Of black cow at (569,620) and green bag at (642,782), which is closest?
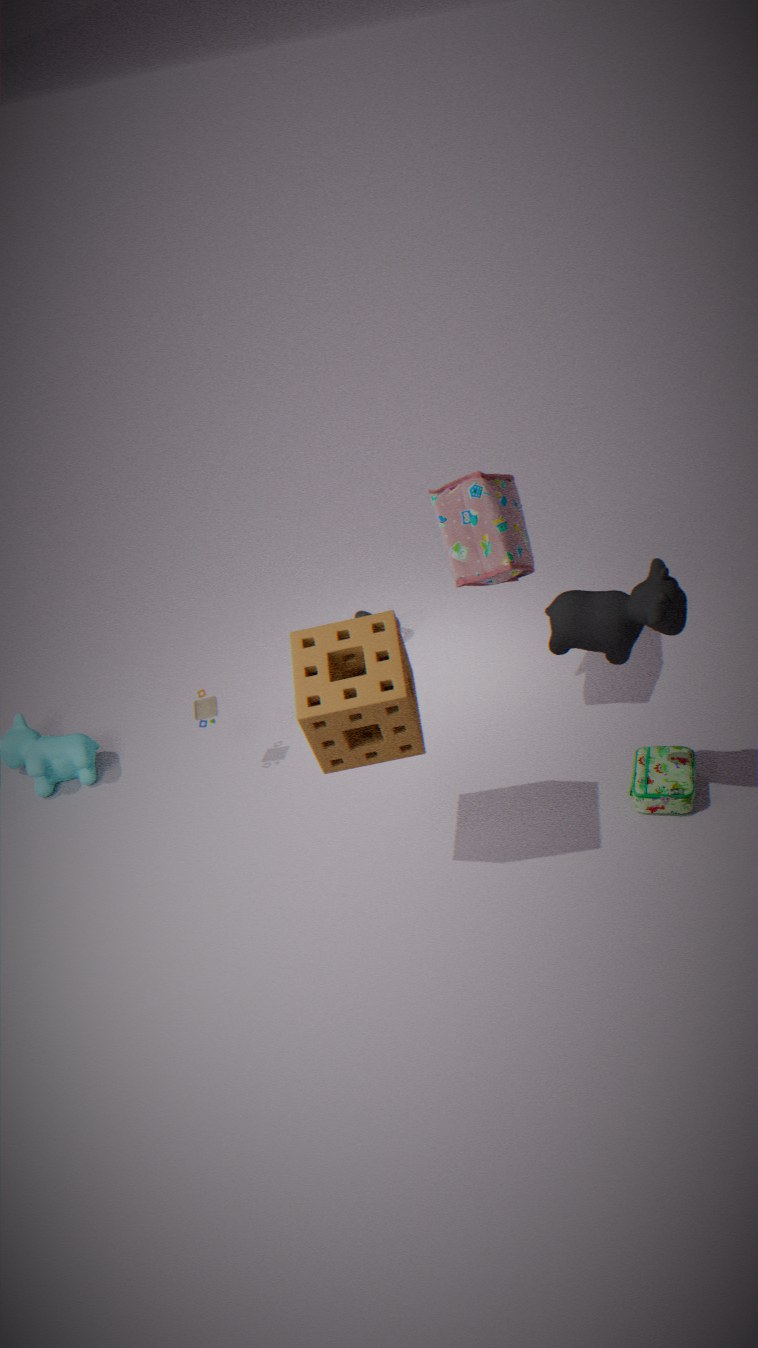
black cow at (569,620)
